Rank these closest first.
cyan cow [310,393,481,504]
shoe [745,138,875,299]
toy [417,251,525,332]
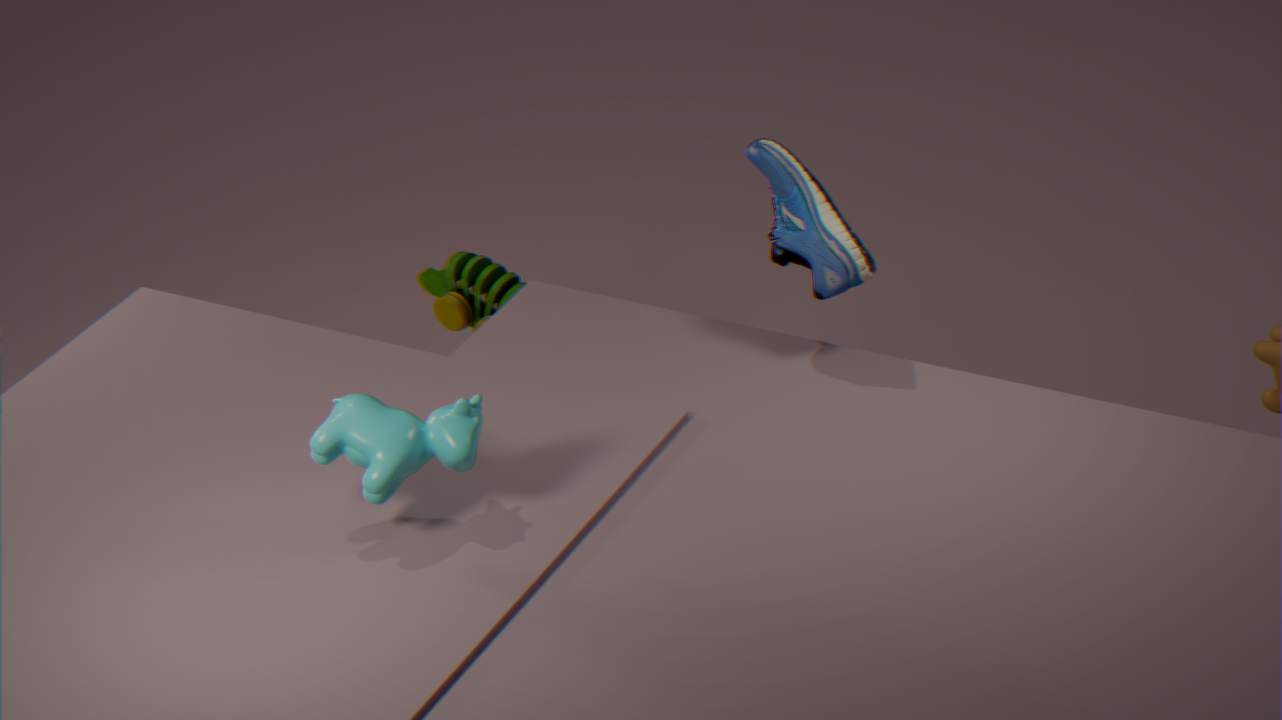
cyan cow [310,393,481,504], shoe [745,138,875,299], toy [417,251,525,332]
